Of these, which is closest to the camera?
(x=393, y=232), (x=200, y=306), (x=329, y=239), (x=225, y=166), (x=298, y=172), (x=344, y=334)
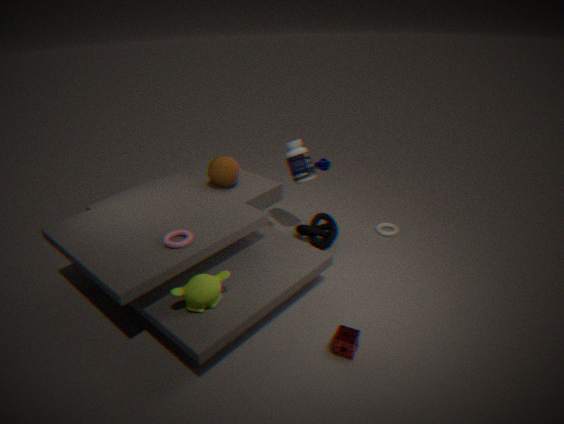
(x=200, y=306)
